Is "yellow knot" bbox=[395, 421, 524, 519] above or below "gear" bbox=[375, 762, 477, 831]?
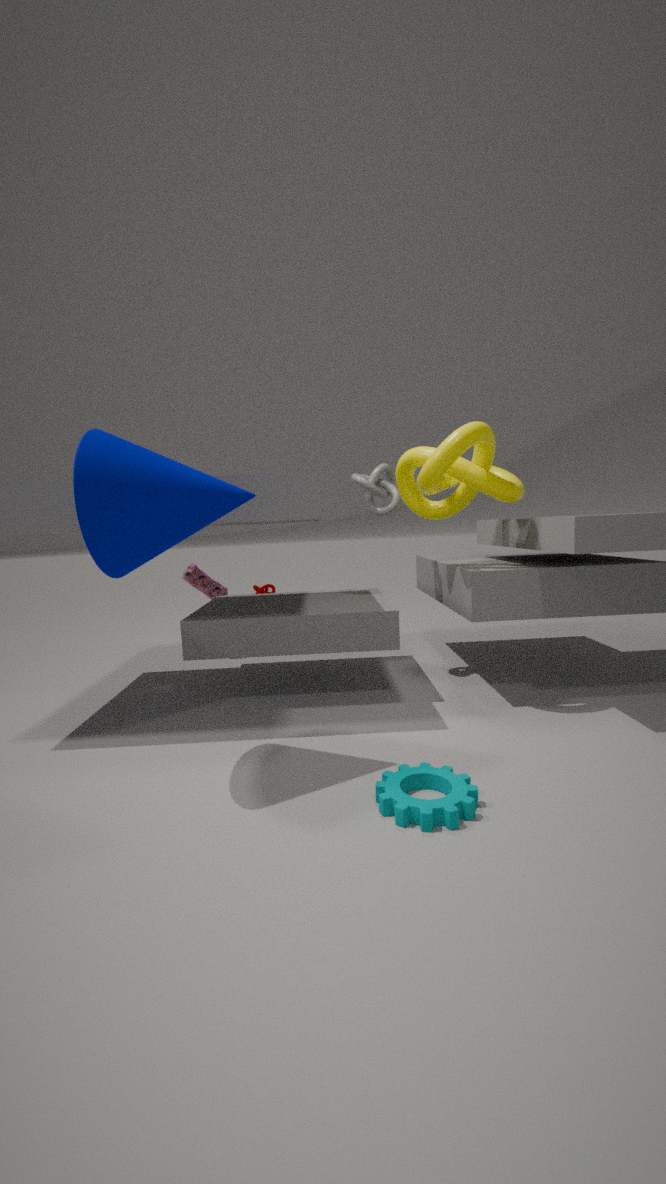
above
